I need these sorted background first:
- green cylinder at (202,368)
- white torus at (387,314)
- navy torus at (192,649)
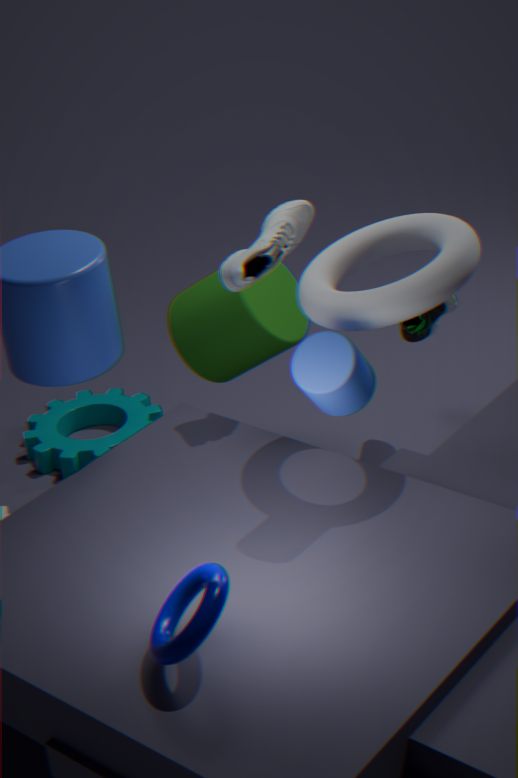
1. green cylinder at (202,368)
2. white torus at (387,314)
3. navy torus at (192,649)
